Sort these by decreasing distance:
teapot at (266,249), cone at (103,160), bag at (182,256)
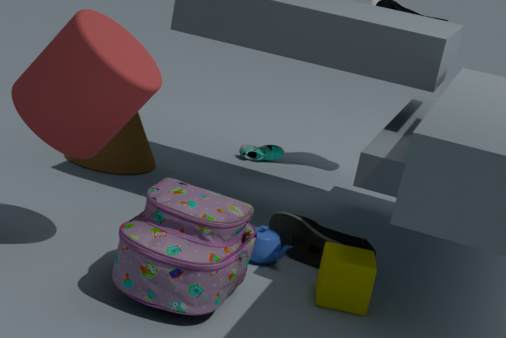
cone at (103,160)
teapot at (266,249)
bag at (182,256)
